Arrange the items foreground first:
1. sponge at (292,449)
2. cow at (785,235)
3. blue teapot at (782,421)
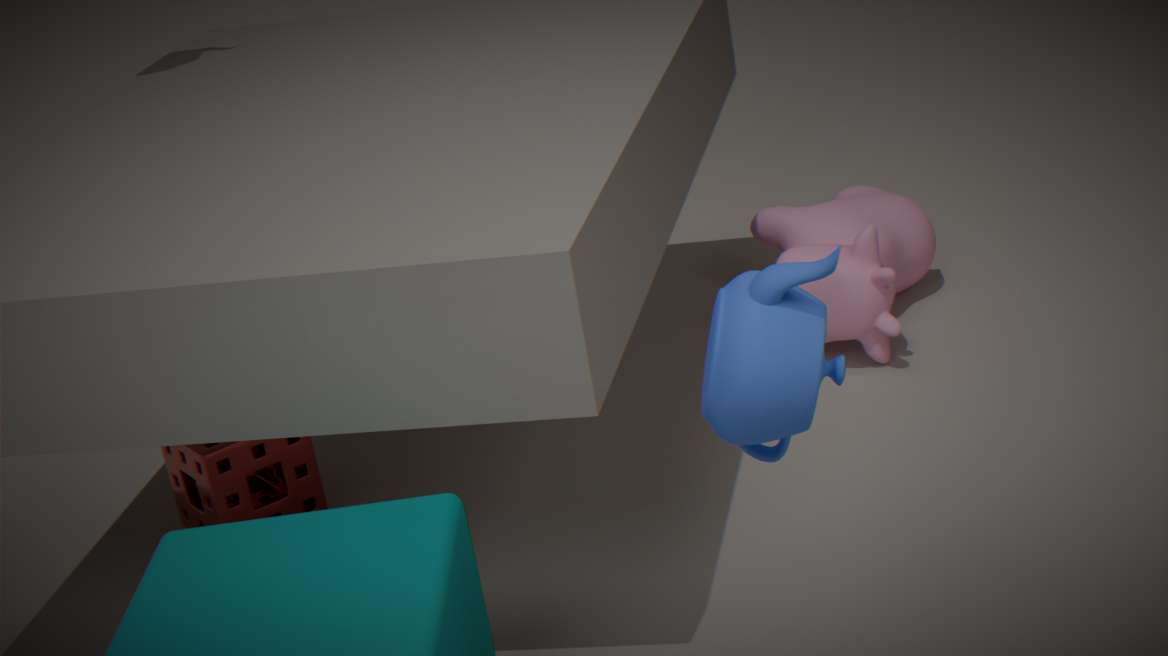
blue teapot at (782,421), sponge at (292,449), cow at (785,235)
